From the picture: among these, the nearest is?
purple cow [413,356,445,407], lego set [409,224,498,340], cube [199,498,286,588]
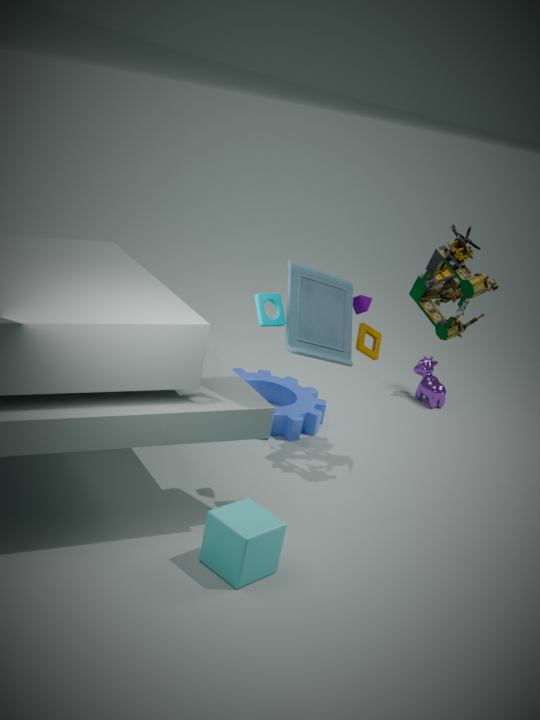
cube [199,498,286,588]
